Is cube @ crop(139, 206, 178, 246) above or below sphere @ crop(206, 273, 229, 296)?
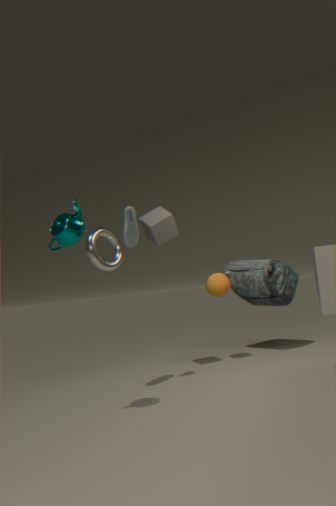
above
